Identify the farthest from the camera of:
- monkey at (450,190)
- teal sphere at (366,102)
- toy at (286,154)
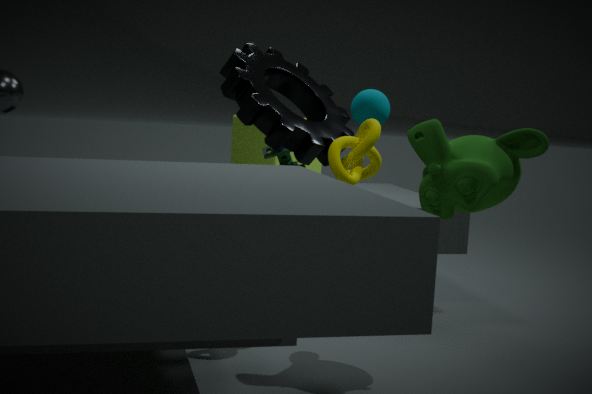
teal sphere at (366,102)
